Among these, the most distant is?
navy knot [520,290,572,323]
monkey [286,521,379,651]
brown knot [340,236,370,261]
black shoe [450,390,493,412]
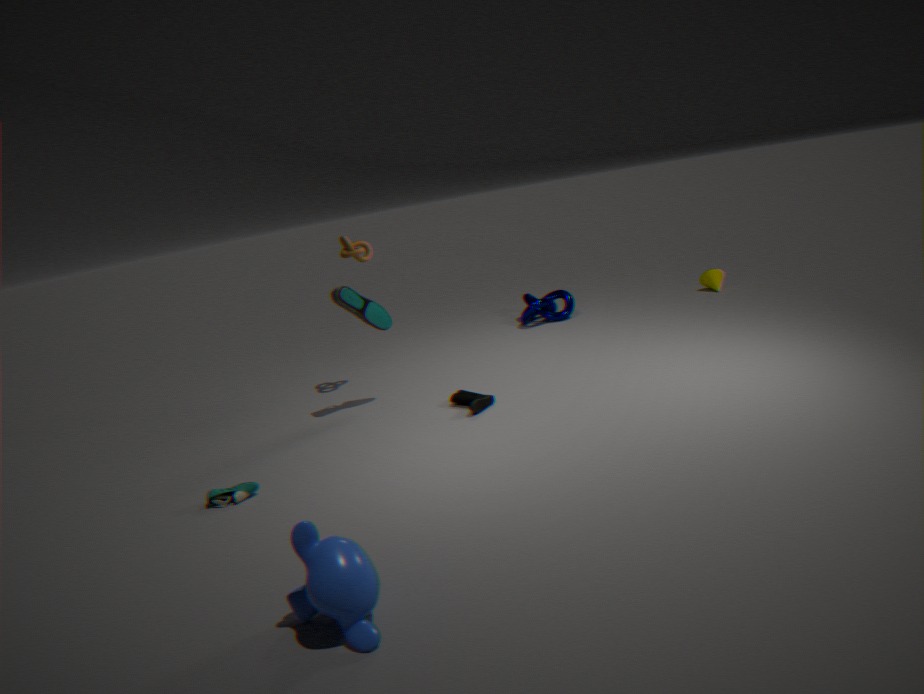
navy knot [520,290,572,323]
